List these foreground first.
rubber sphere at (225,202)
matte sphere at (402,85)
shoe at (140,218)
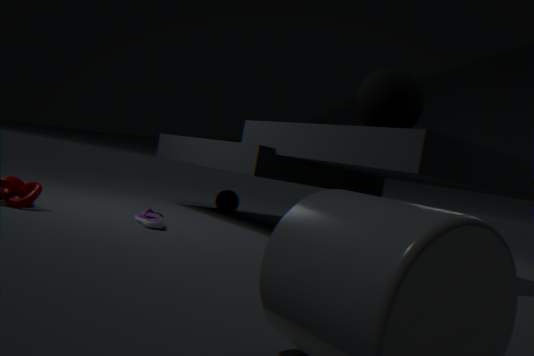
shoe at (140,218) < matte sphere at (402,85) < rubber sphere at (225,202)
